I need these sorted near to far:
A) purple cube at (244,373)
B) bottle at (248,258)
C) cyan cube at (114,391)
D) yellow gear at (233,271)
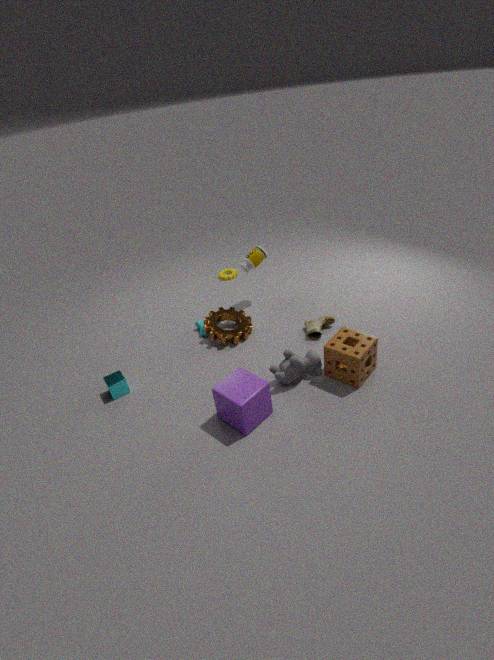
purple cube at (244,373)
cyan cube at (114,391)
bottle at (248,258)
yellow gear at (233,271)
